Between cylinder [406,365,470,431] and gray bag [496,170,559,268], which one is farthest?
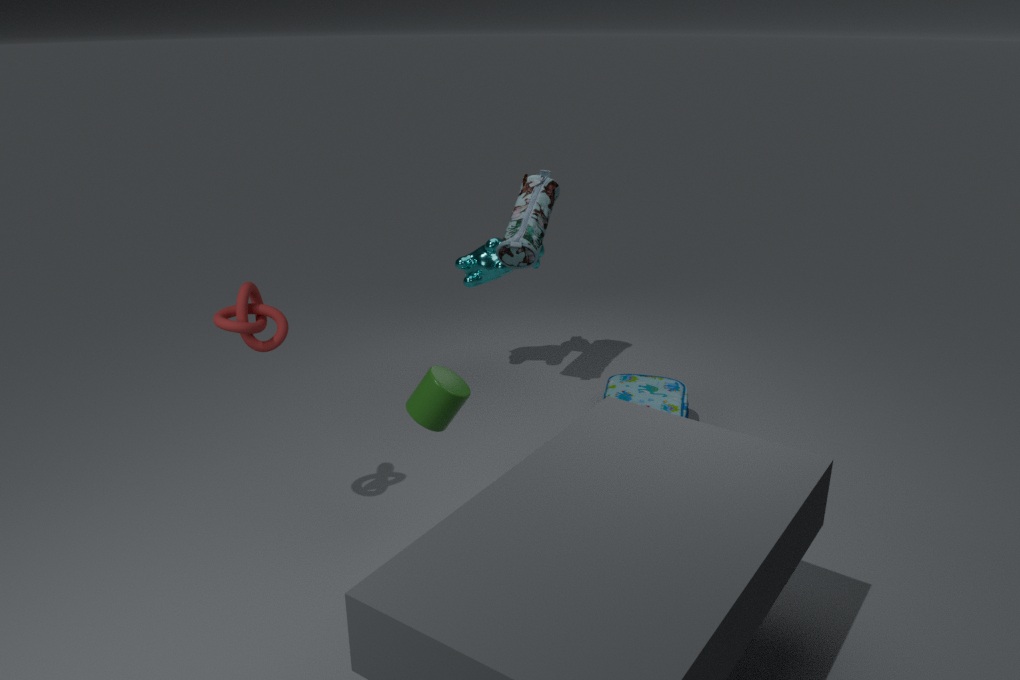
gray bag [496,170,559,268]
